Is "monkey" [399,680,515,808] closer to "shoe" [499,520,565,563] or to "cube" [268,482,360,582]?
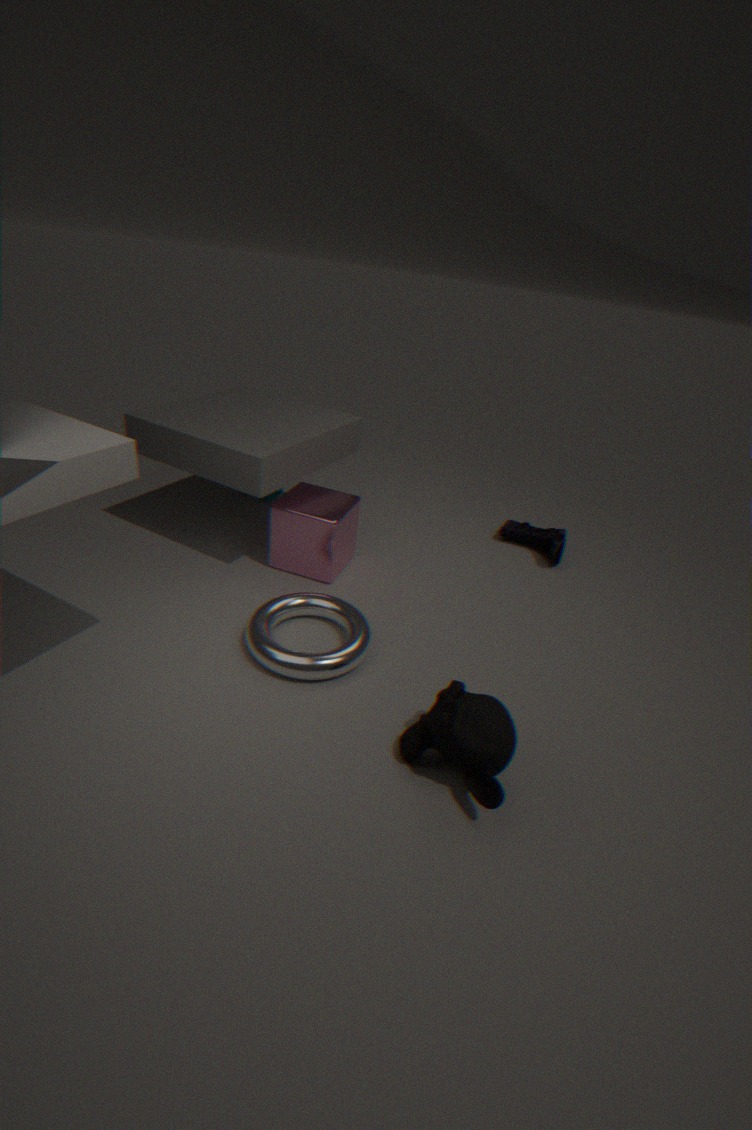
"cube" [268,482,360,582]
